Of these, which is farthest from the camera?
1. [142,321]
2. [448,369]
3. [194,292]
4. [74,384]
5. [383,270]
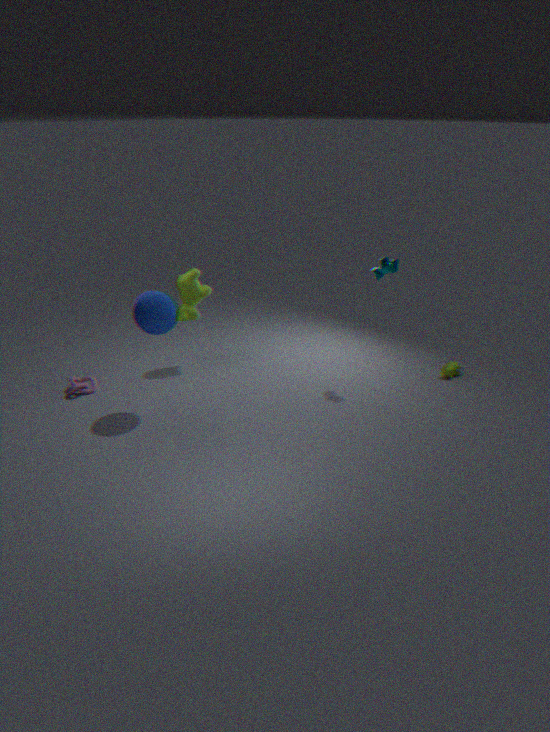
[448,369]
